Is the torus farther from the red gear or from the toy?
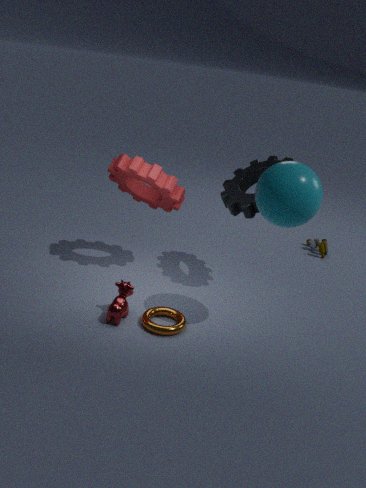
the toy
